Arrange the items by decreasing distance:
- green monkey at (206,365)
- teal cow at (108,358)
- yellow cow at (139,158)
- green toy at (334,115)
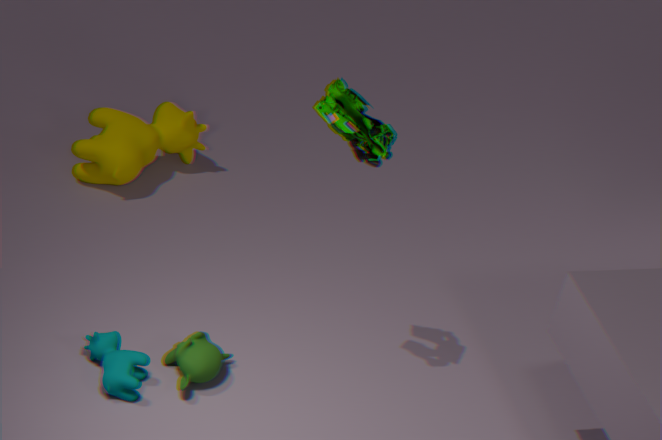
yellow cow at (139,158)
green monkey at (206,365)
teal cow at (108,358)
green toy at (334,115)
